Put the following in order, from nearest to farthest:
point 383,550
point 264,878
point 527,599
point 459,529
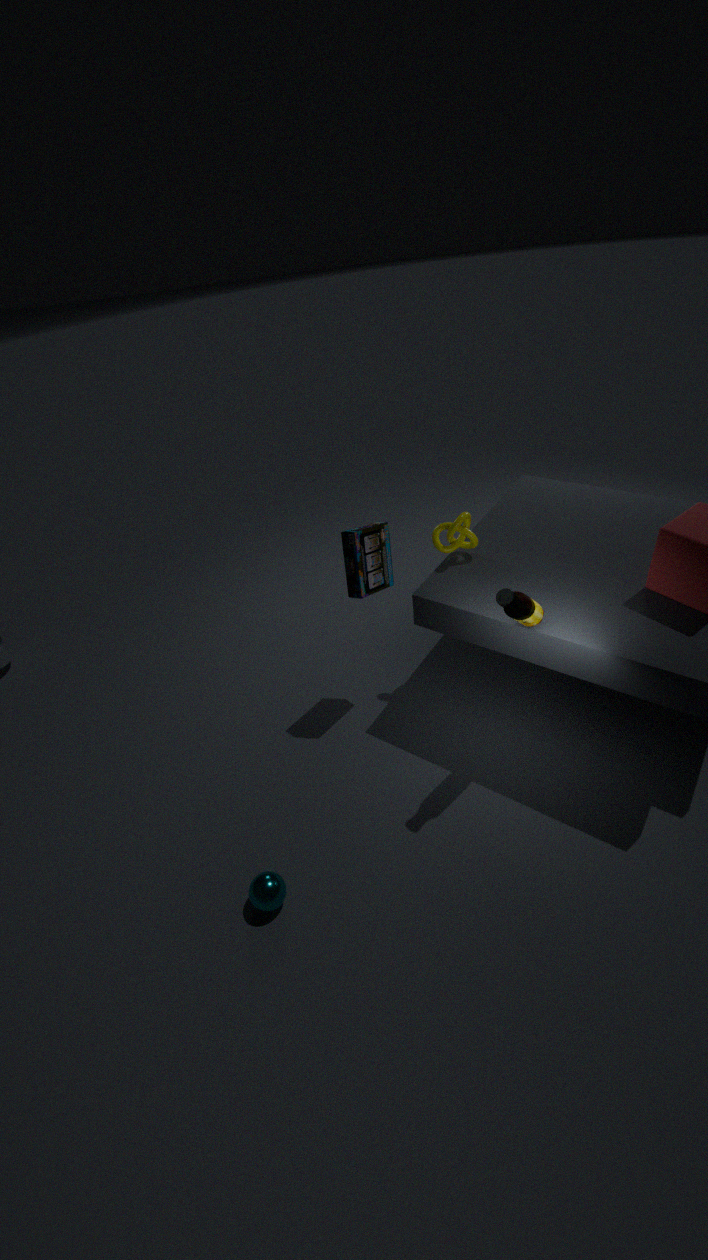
point 527,599
point 264,878
point 459,529
point 383,550
